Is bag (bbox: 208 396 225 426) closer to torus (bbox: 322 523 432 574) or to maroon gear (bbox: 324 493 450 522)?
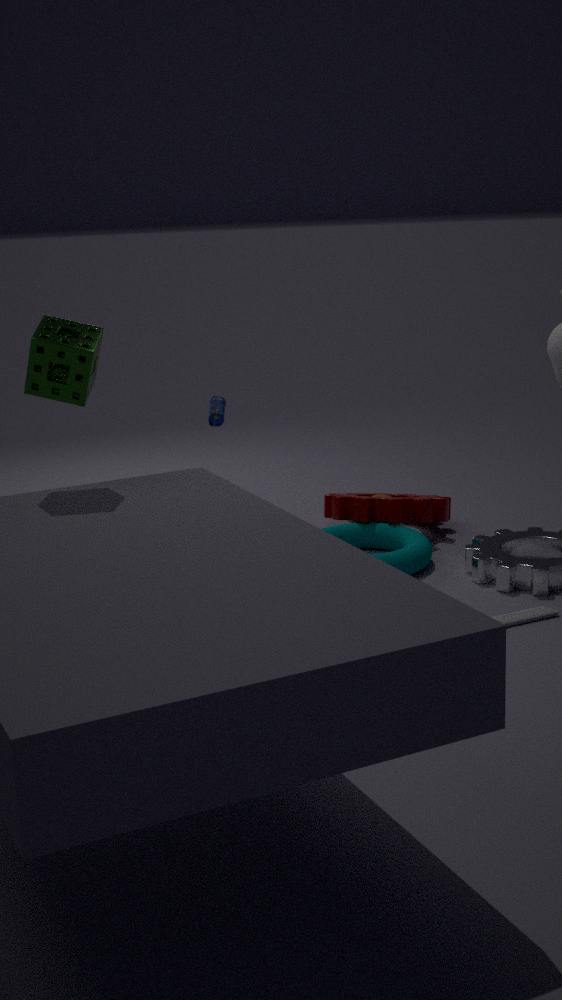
maroon gear (bbox: 324 493 450 522)
